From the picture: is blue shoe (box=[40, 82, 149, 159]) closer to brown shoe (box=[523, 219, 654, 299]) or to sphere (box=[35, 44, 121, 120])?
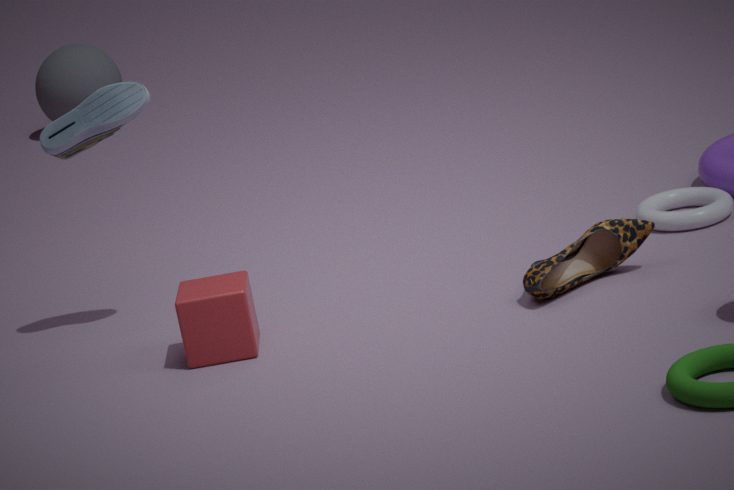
brown shoe (box=[523, 219, 654, 299])
